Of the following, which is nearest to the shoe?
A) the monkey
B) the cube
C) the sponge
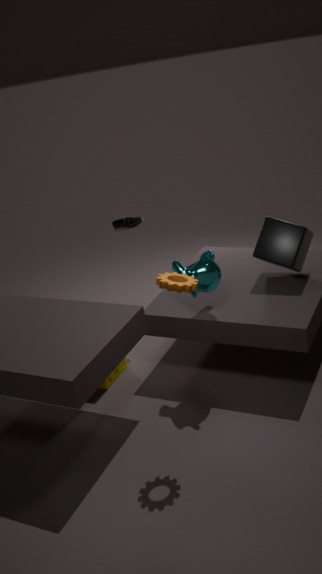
the monkey
